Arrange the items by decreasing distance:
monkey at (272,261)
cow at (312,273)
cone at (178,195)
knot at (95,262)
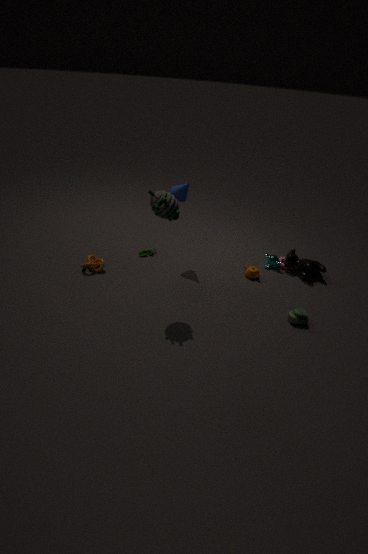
monkey at (272,261)
cow at (312,273)
knot at (95,262)
cone at (178,195)
